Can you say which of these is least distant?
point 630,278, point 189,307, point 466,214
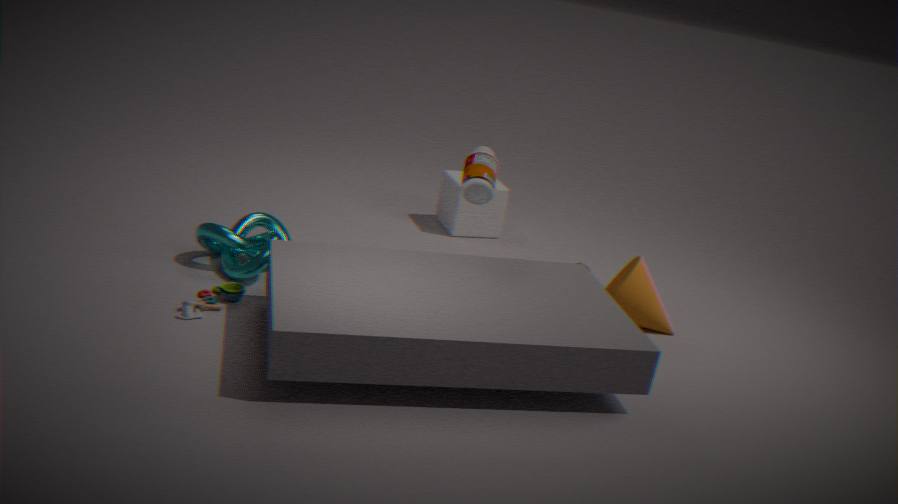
point 189,307
